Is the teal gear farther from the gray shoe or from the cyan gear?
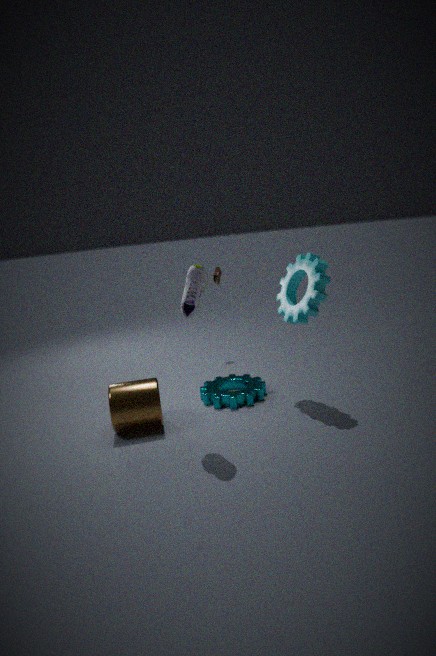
the gray shoe
